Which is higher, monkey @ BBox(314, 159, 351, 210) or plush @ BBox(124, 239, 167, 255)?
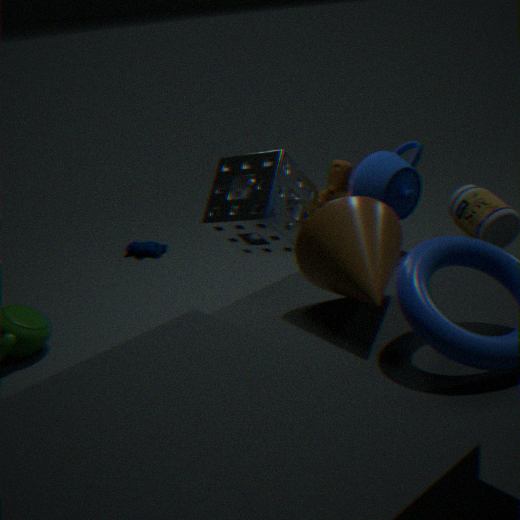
monkey @ BBox(314, 159, 351, 210)
